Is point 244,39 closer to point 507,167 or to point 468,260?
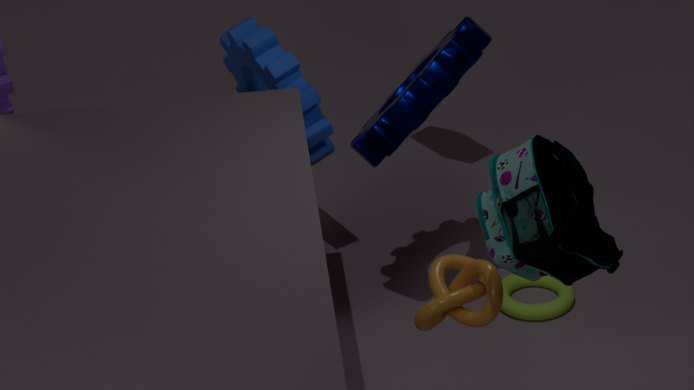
point 468,260
